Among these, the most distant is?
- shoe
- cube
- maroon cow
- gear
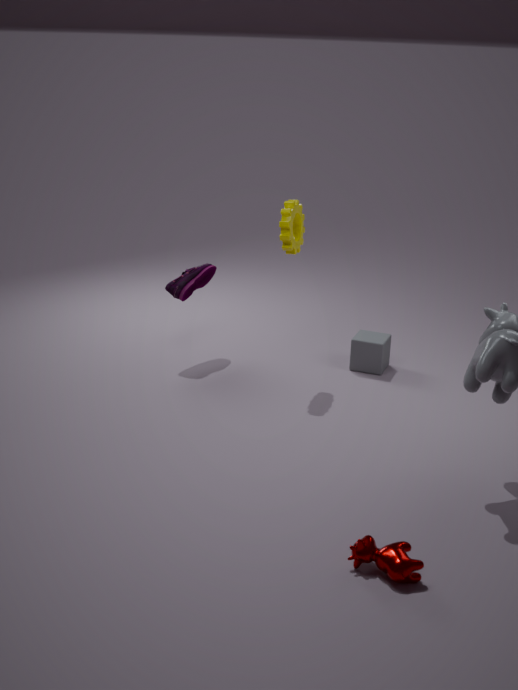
cube
